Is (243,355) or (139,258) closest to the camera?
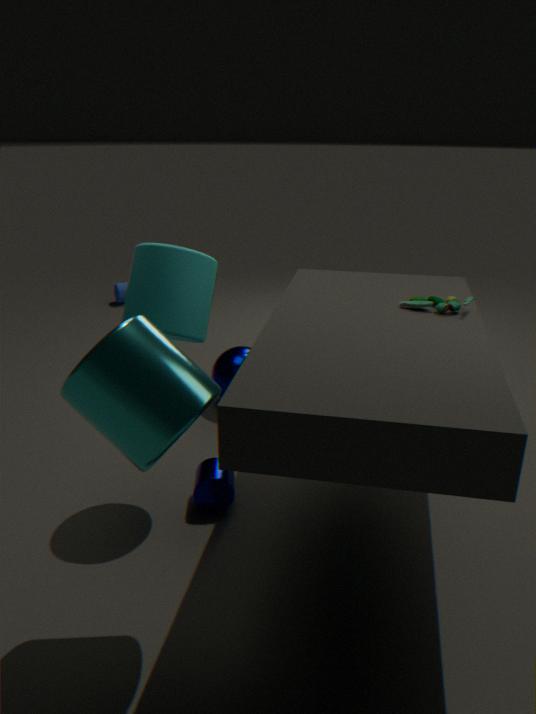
(139,258)
